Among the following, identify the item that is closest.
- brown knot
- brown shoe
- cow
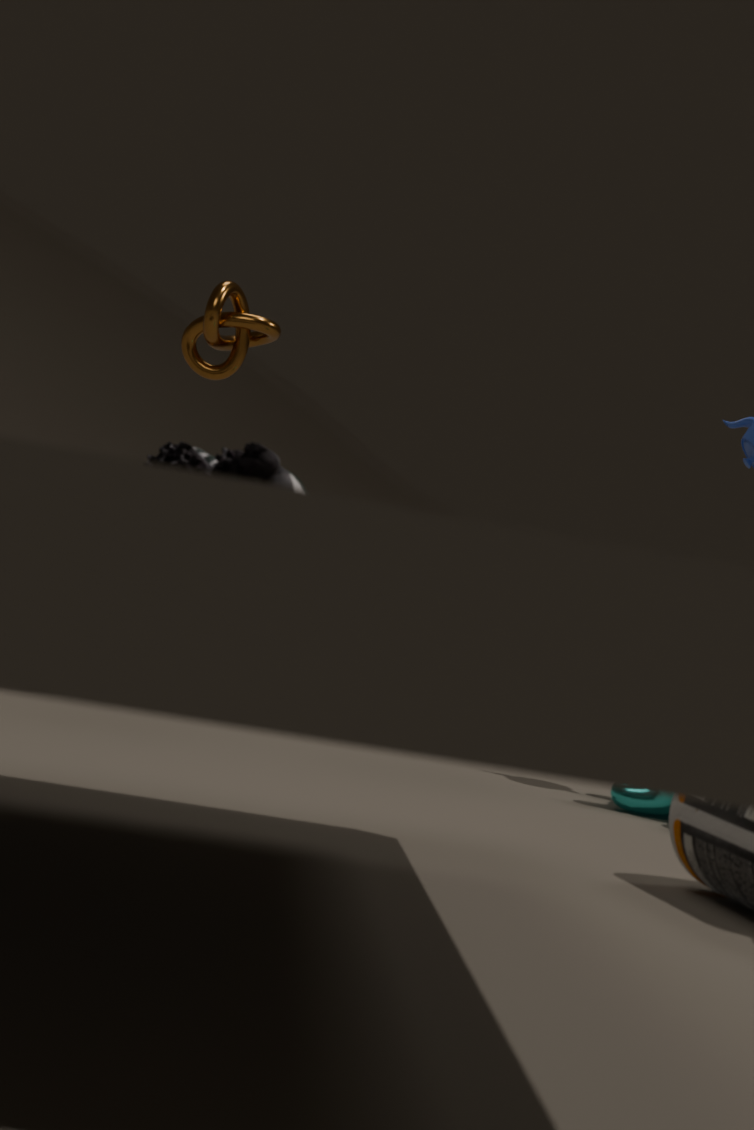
brown shoe
